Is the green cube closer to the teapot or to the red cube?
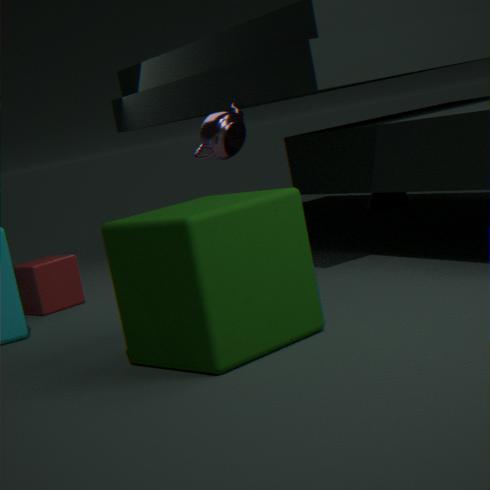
the teapot
